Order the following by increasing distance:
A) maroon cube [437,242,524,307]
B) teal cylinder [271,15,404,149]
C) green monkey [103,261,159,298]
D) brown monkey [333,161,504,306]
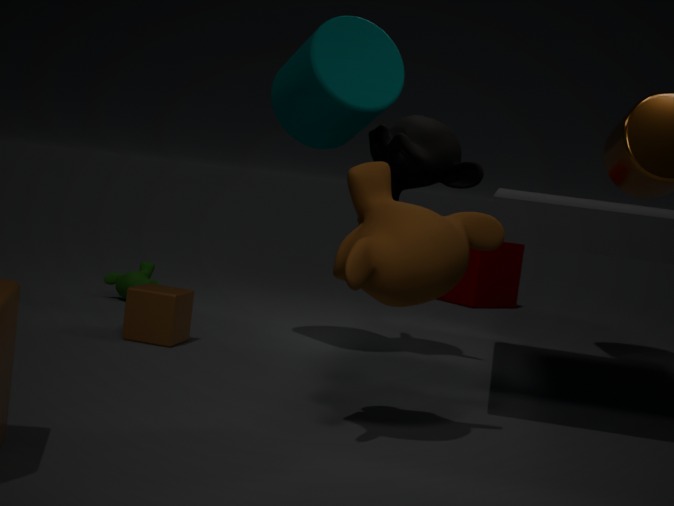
1. brown monkey [333,161,504,306]
2. teal cylinder [271,15,404,149]
3. green monkey [103,261,159,298]
4. maroon cube [437,242,524,307]
